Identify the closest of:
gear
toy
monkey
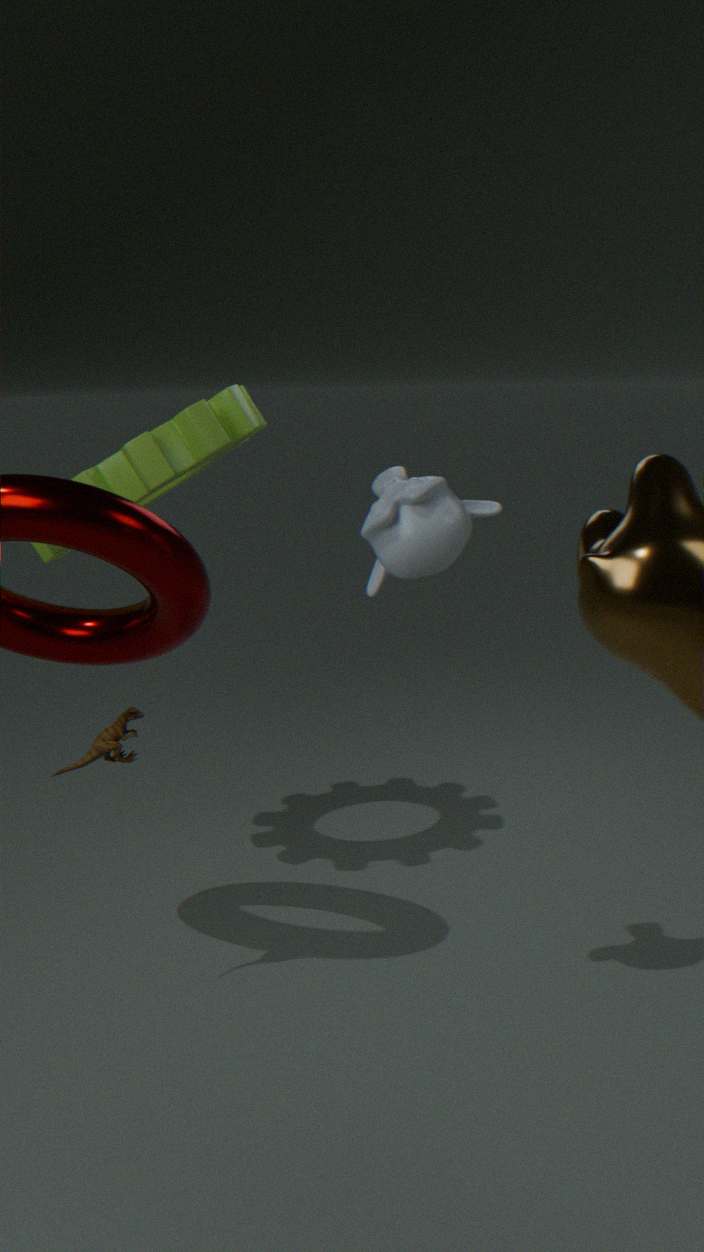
monkey
